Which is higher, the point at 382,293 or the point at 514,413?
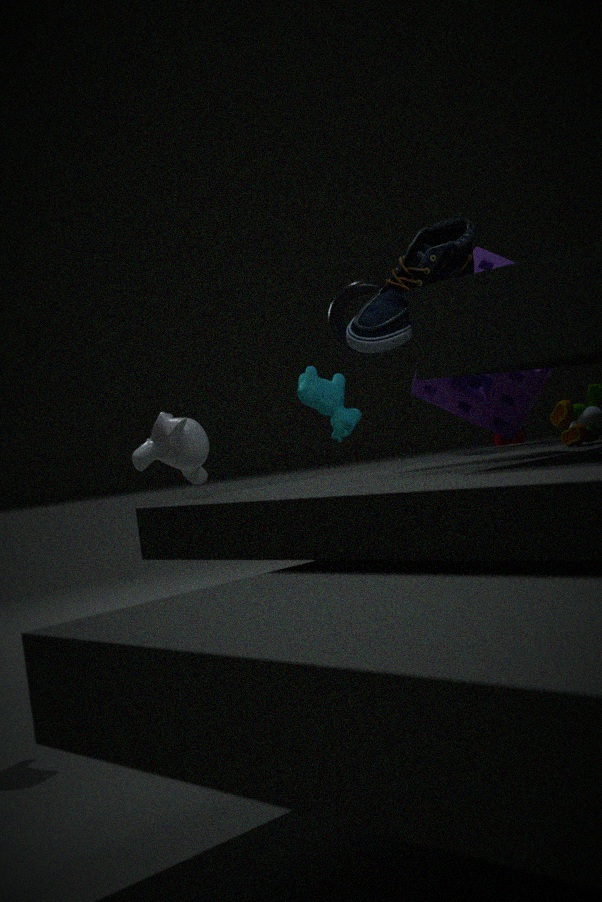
the point at 382,293
